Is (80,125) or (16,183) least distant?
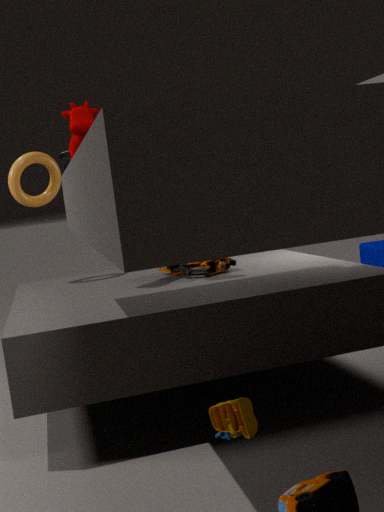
(80,125)
